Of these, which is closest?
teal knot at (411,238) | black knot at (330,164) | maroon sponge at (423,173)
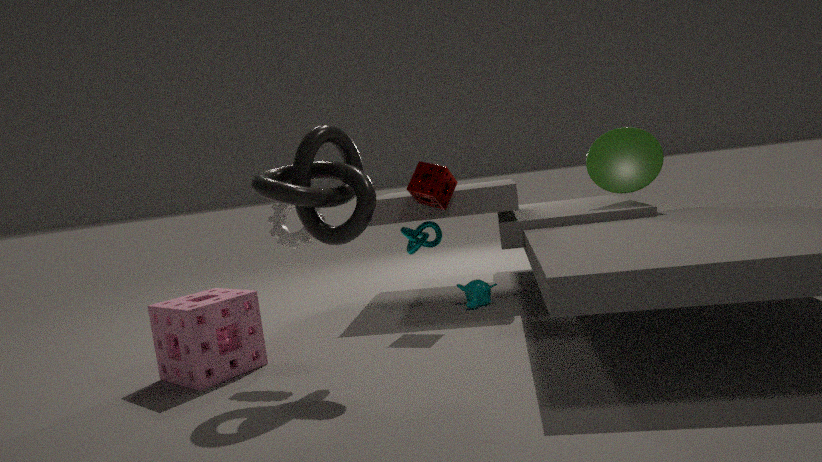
black knot at (330,164)
